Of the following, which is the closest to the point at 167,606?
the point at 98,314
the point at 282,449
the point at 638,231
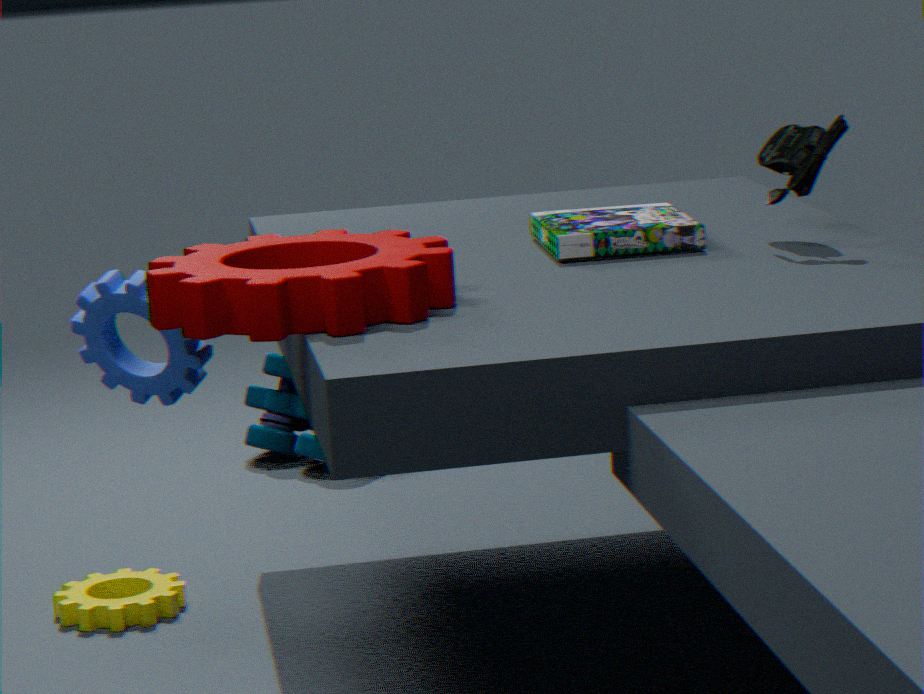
the point at 98,314
